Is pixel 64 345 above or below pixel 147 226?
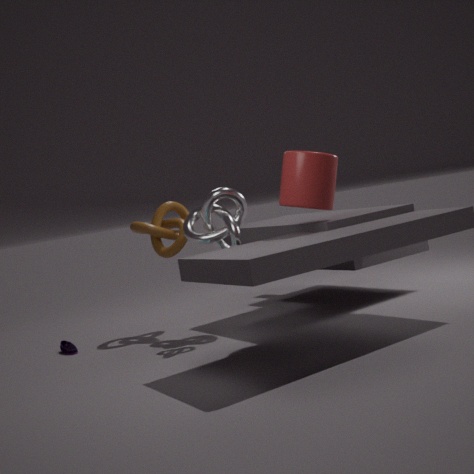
below
